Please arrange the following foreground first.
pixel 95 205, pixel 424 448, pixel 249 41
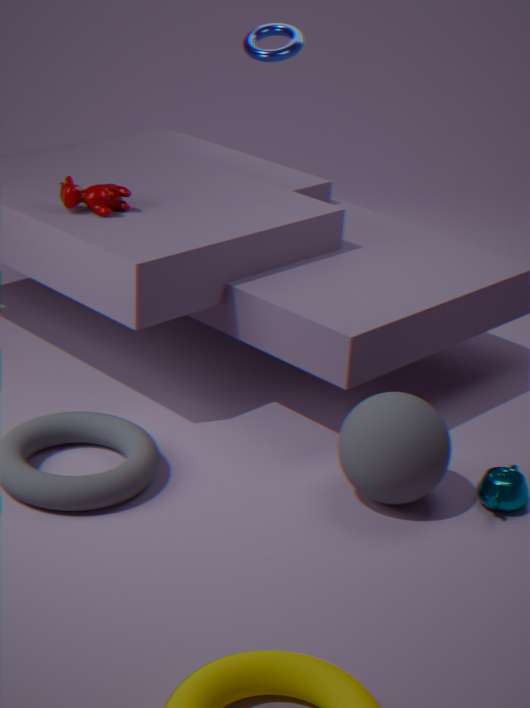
pixel 424 448
pixel 95 205
pixel 249 41
